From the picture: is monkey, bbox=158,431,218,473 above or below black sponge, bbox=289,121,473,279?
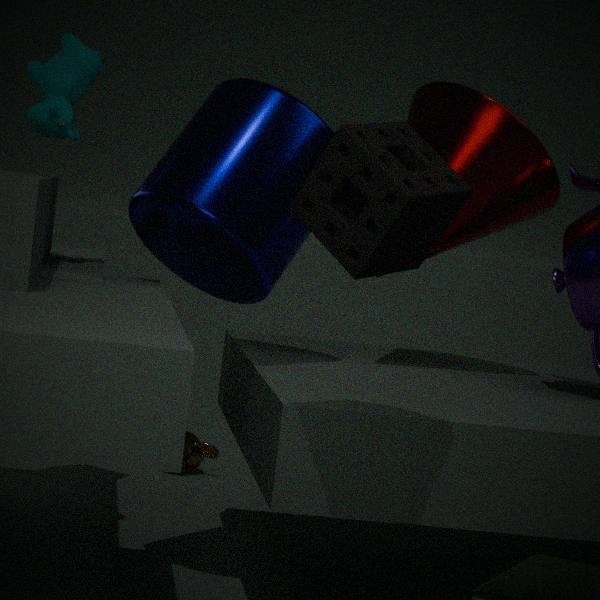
below
